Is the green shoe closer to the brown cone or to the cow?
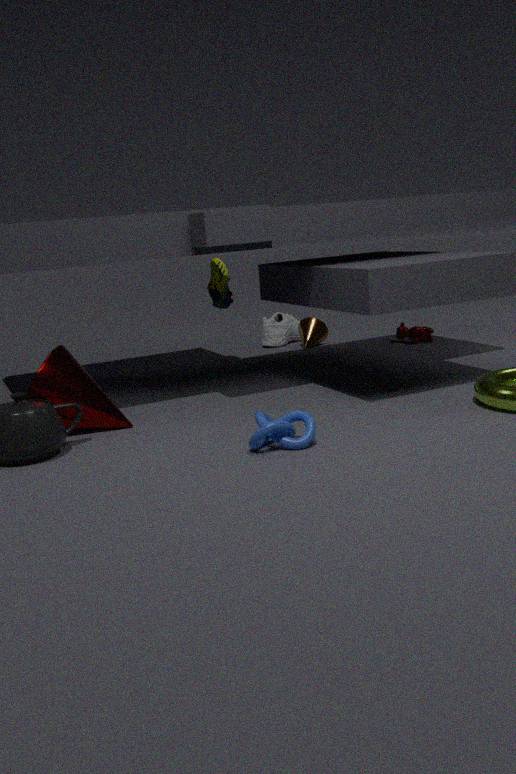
the brown cone
